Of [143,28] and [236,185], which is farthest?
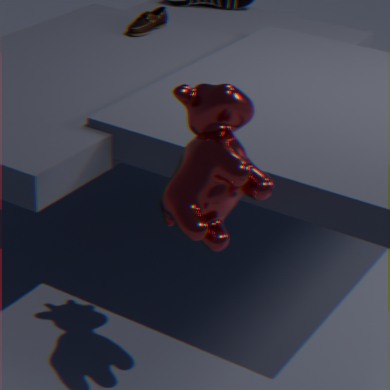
[143,28]
